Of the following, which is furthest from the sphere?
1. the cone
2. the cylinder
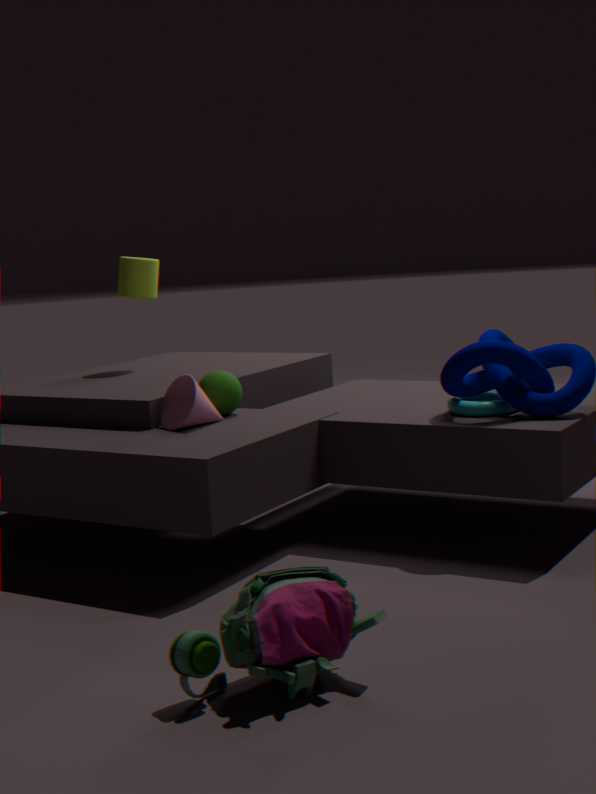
the cylinder
